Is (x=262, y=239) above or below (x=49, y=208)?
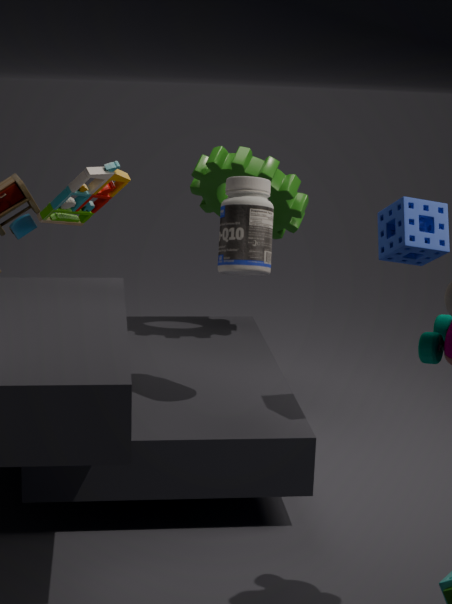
above
